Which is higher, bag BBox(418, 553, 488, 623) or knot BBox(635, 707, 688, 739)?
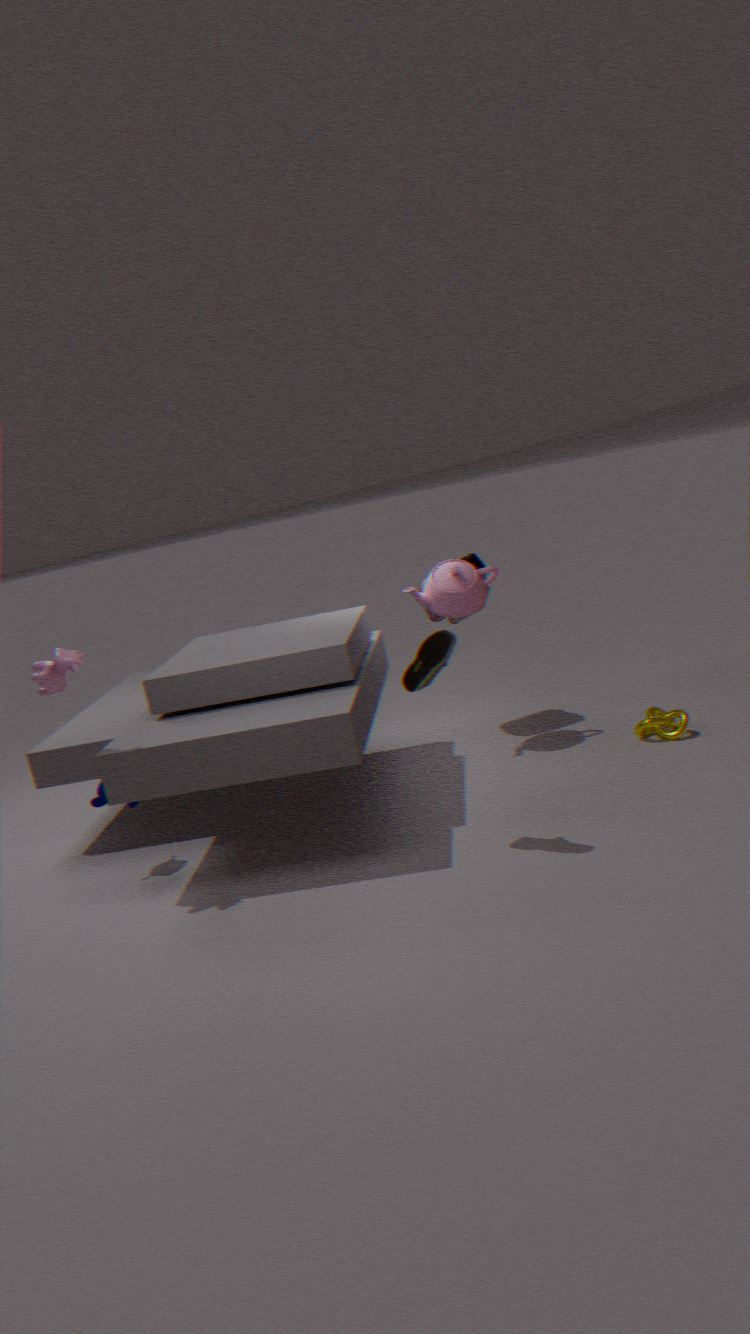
bag BBox(418, 553, 488, 623)
